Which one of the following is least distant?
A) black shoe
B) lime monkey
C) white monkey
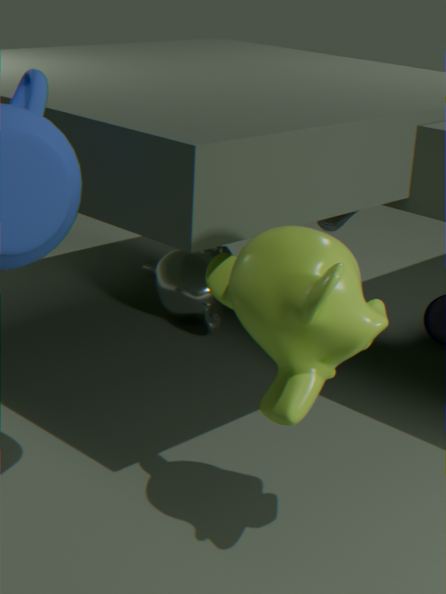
lime monkey
